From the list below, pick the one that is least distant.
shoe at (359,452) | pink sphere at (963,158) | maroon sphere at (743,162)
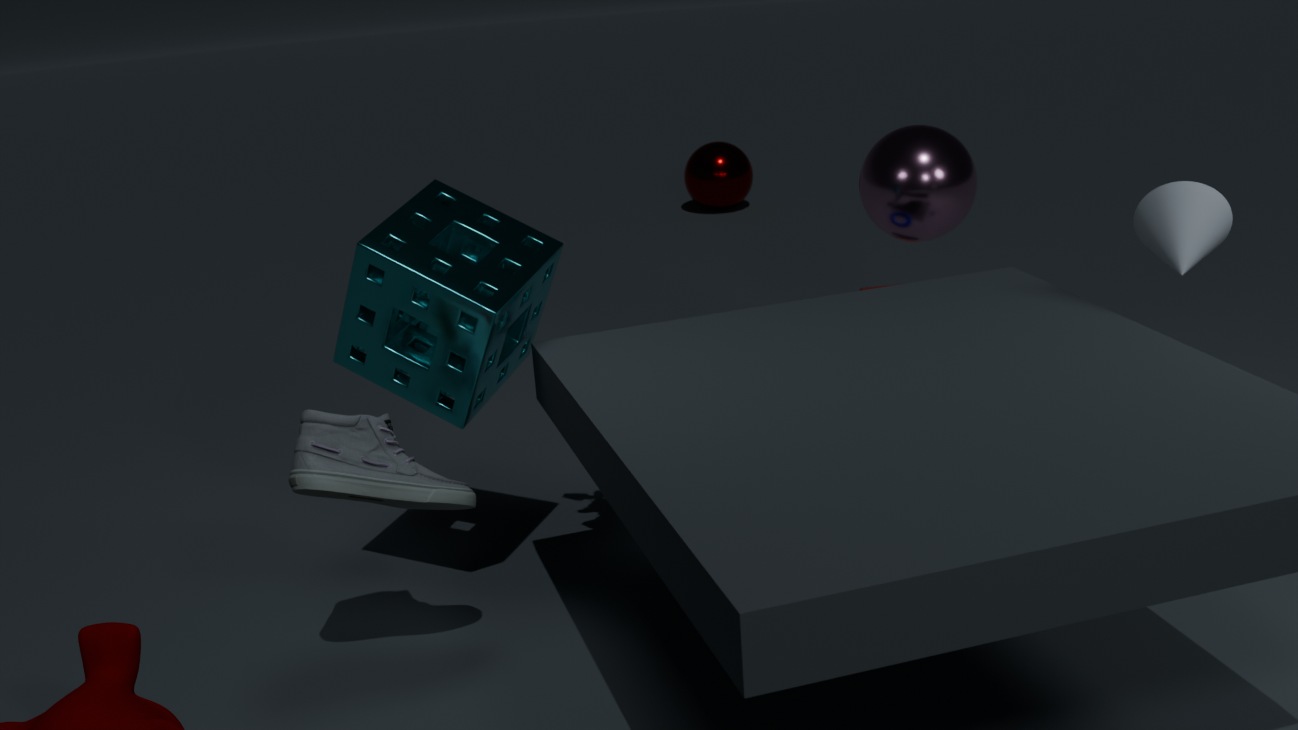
shoe at (359,452)
